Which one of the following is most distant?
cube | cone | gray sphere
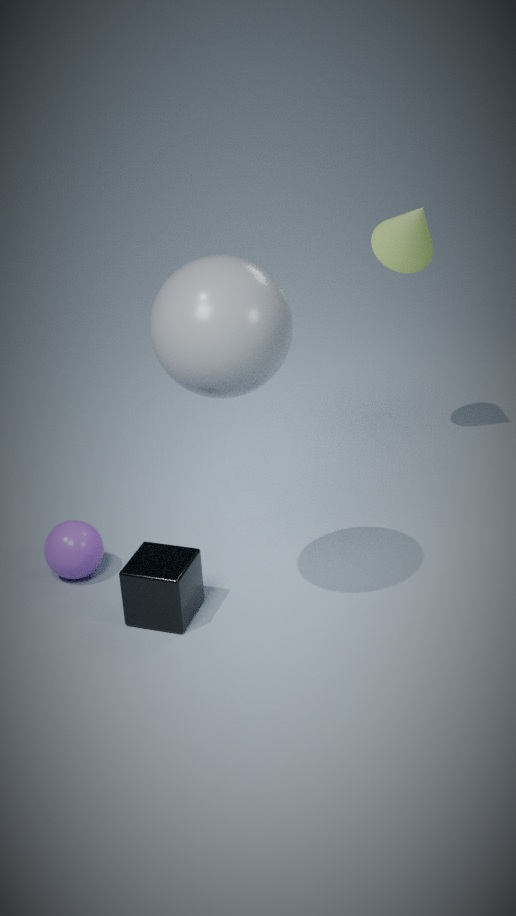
cone
